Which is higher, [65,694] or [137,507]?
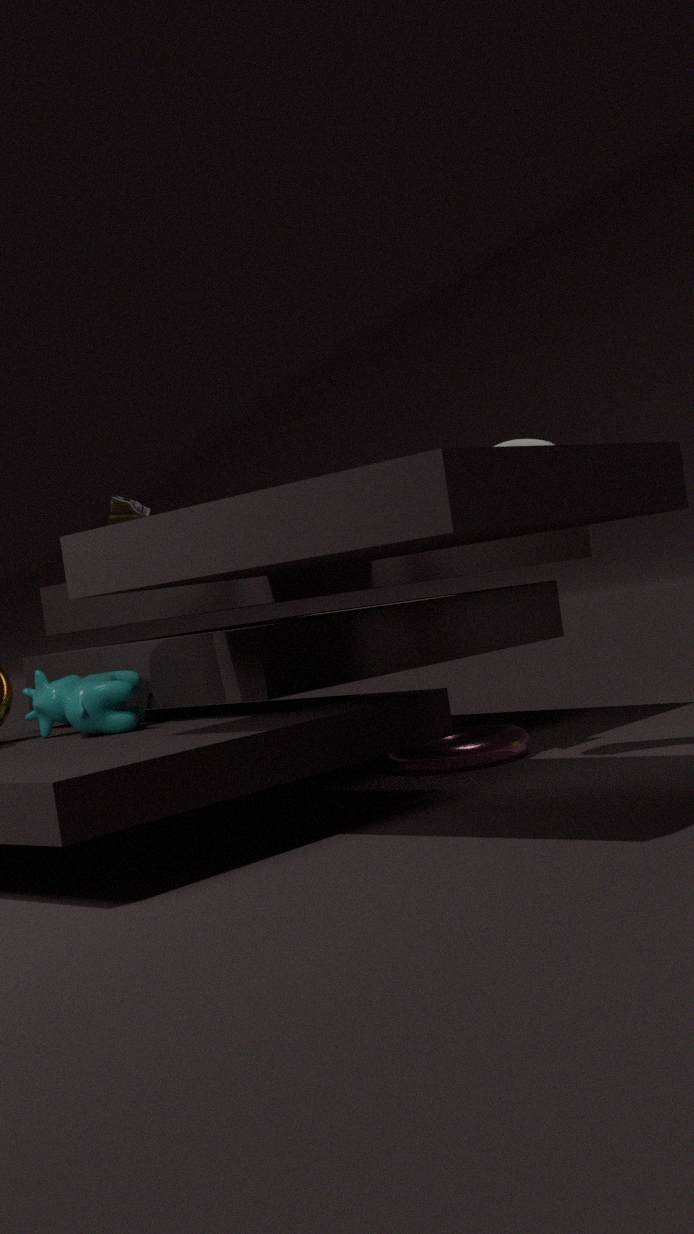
[137,507]
